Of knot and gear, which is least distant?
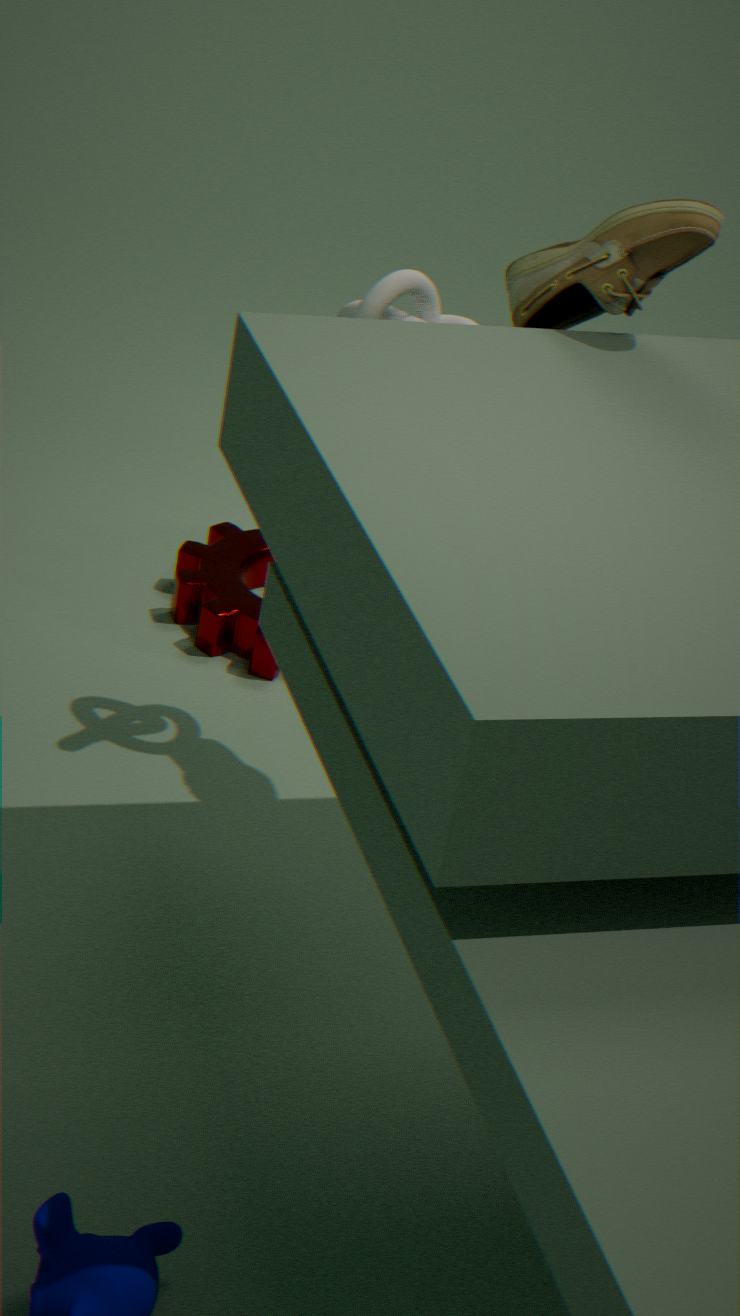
knot
